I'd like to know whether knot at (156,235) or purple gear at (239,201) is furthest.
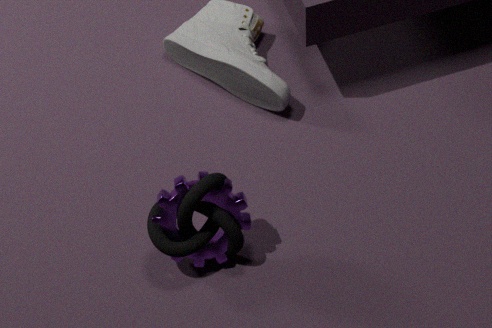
purple gear at (239,201)
